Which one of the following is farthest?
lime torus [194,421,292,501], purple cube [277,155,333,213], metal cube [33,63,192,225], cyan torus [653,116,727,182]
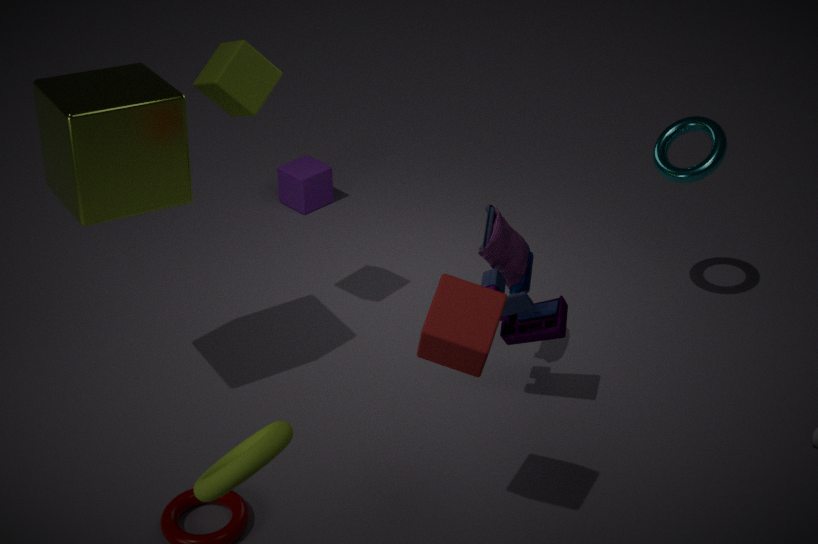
purple cube [277,155,333,213]
